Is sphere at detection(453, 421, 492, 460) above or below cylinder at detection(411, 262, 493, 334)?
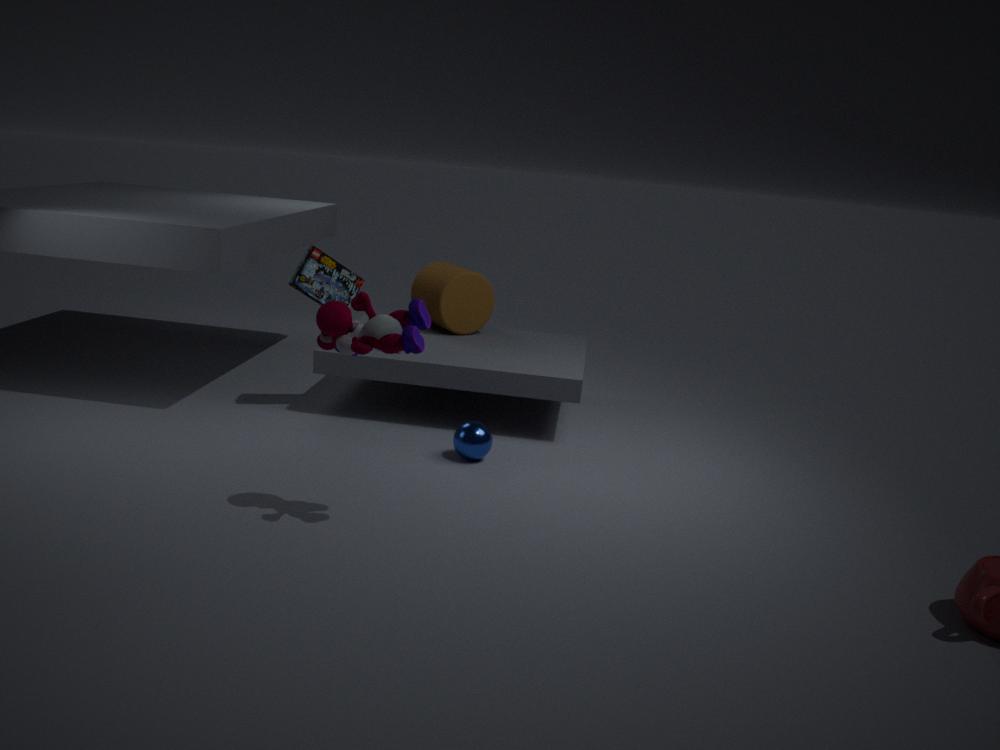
below
